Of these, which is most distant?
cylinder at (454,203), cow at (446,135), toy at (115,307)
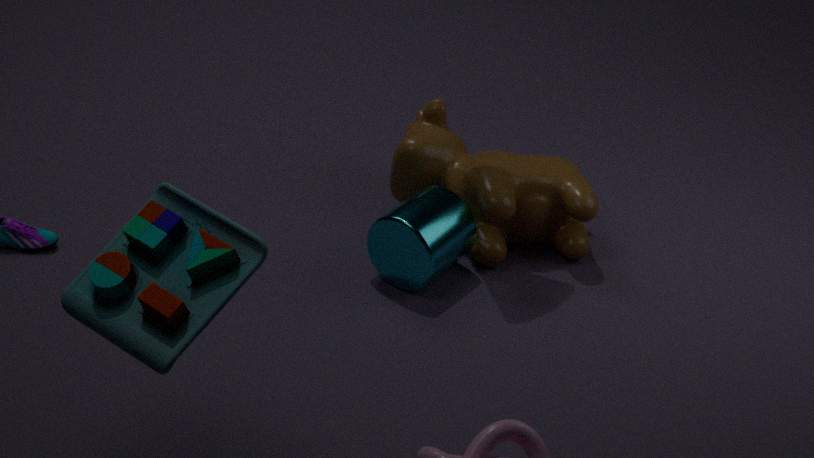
cow at (446,135)
